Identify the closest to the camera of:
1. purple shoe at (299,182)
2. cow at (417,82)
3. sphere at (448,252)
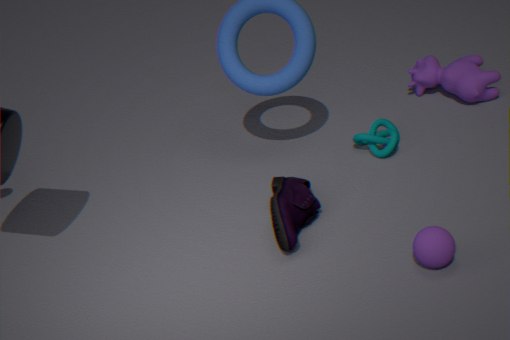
sphere at (448,252)
